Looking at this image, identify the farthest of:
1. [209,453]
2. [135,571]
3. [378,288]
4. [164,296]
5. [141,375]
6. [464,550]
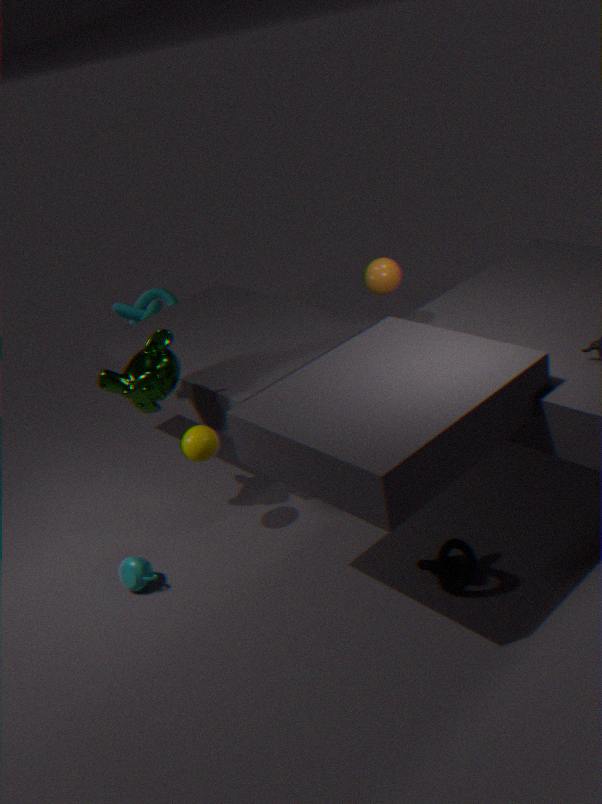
[164,296]
